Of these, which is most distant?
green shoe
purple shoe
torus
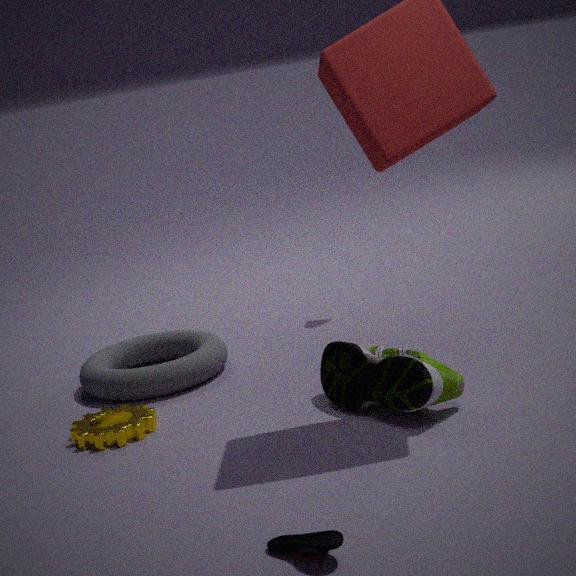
torus
